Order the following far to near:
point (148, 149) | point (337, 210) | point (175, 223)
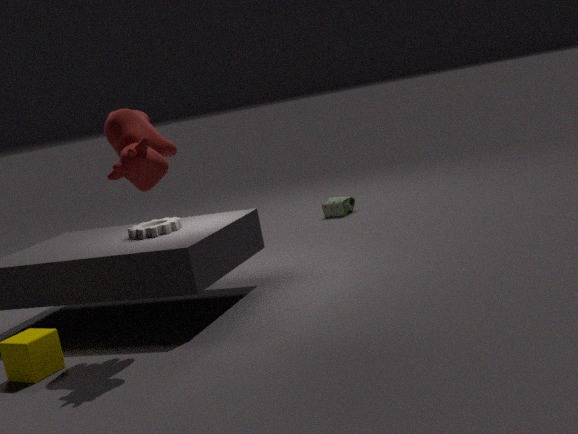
point (337, 210), point (175, 223), point (148, 149)
